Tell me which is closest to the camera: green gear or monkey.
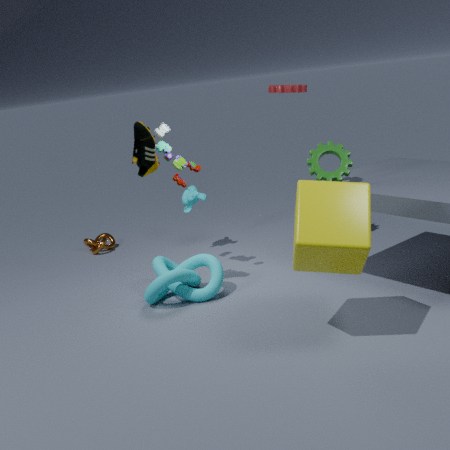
green gear
